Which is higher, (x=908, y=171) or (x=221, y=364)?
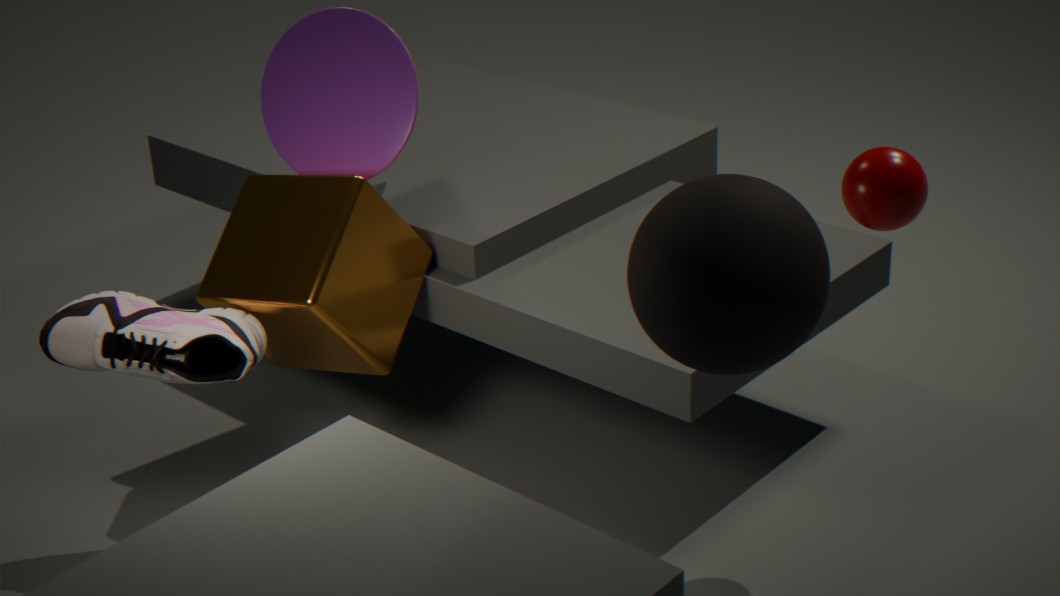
(x=908, y=171)
